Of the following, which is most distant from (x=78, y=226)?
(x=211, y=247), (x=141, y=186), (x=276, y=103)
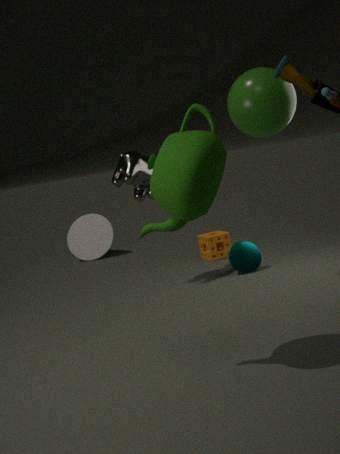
(x=276, y=103)
